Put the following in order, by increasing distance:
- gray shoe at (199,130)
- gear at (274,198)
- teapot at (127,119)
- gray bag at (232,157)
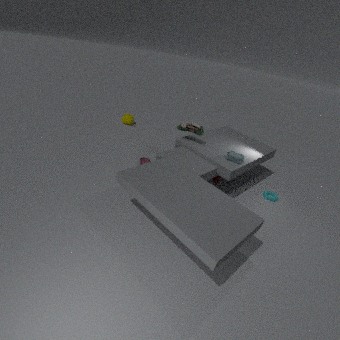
1. gray bag at (232,157)
2. gray shoe at (199,130)
3. gear at (274,198)
4. teapot at (127,119)
